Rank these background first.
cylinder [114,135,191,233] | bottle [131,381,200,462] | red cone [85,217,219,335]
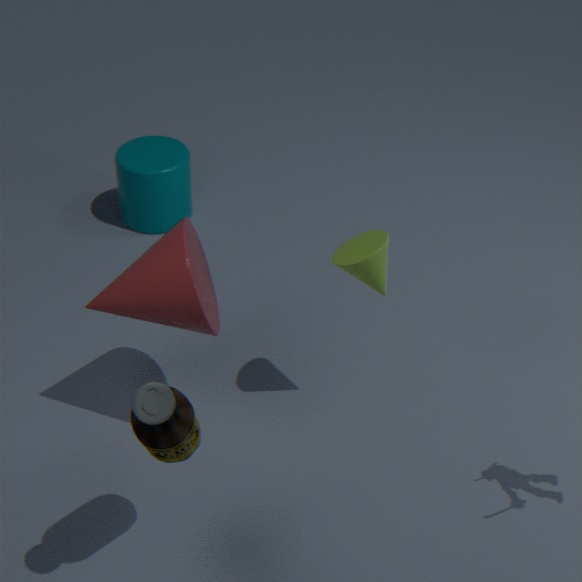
cylinder [114,135,191,233]
red cone [85,217,219,335]
bottle [131,381,200,462]
